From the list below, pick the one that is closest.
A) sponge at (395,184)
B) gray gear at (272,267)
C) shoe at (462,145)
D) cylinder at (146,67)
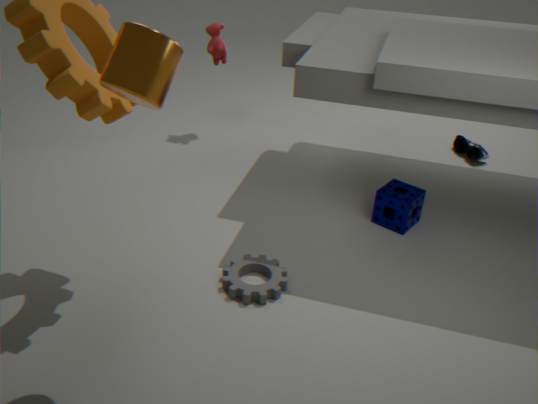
cylinder at (146,67)
